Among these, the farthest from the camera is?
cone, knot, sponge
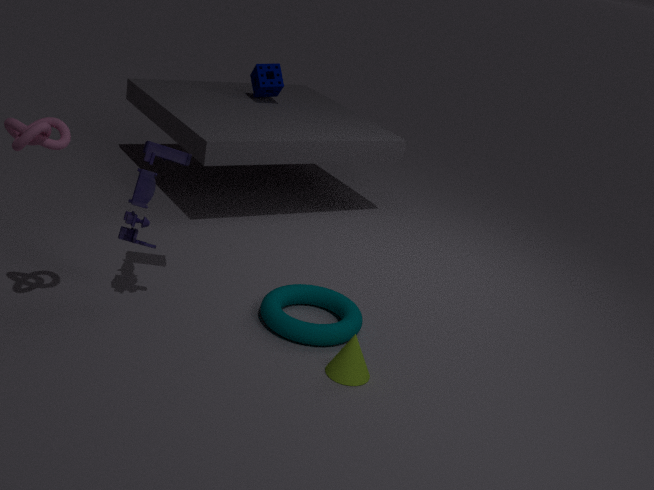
sponge
